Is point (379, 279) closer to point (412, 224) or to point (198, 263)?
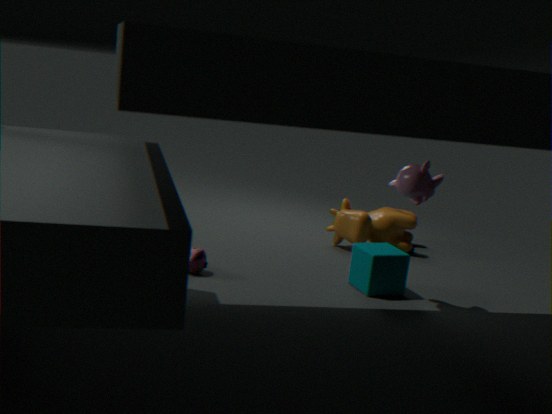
point (412, 224)
